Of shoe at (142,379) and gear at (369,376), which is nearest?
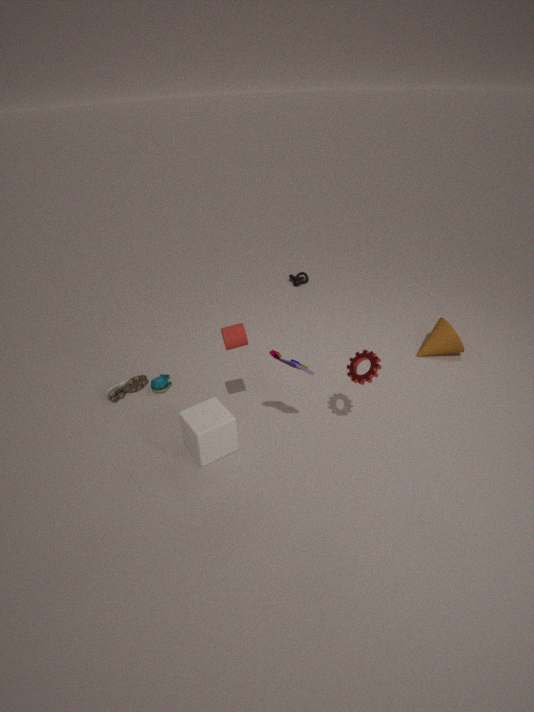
gear at (369,376)
